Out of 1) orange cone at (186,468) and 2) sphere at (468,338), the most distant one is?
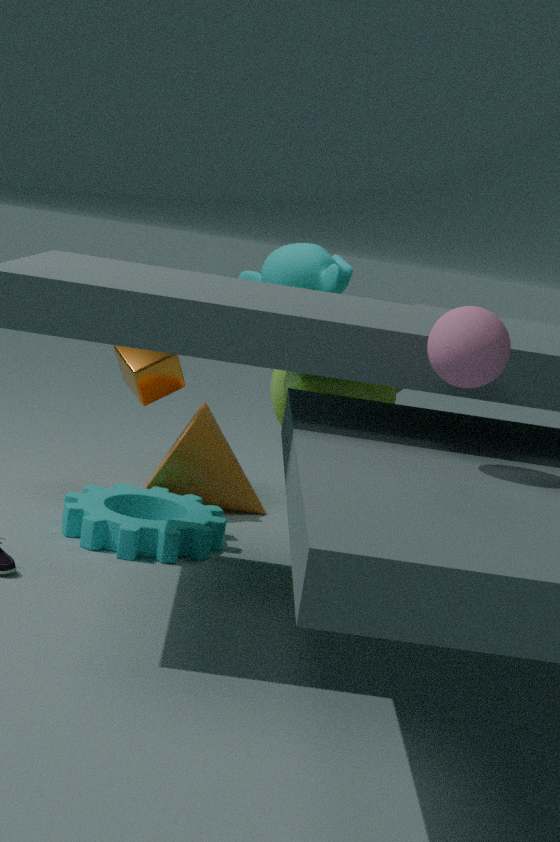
1. orange cone at (186,468)
